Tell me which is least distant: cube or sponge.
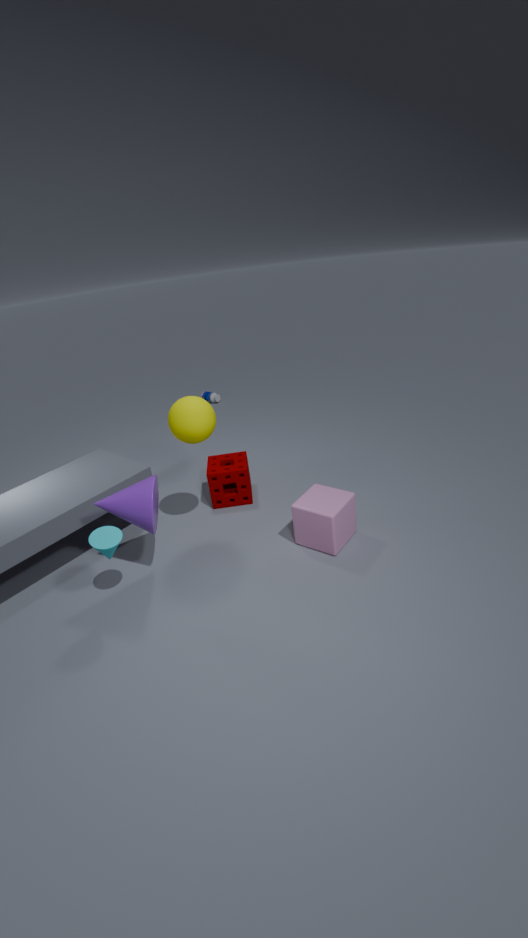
cube
